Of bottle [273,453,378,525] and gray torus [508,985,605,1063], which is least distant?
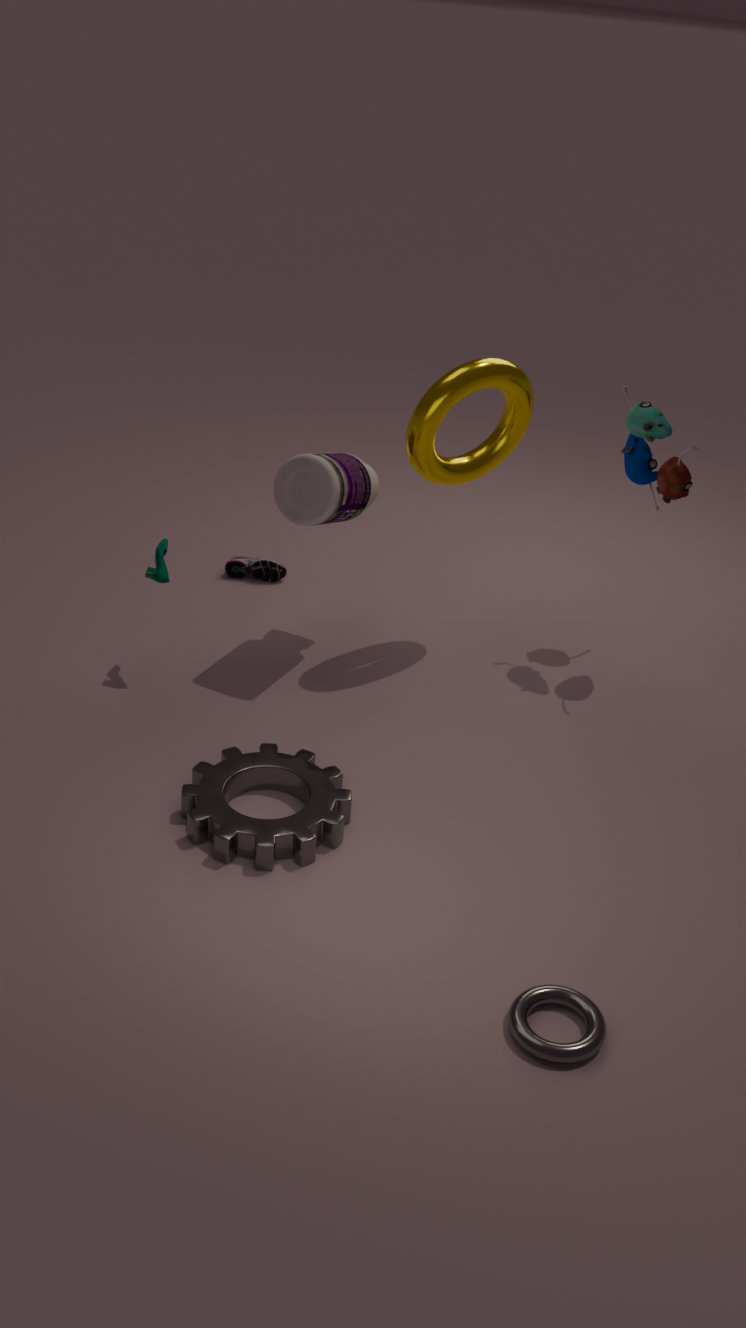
gray torus [508,985,605,1063]
